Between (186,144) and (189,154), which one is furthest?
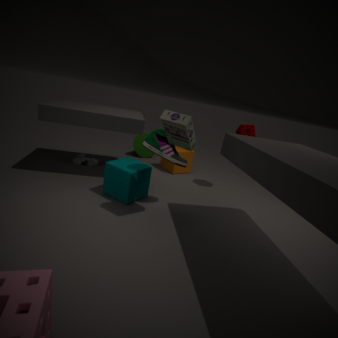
(189,154)
